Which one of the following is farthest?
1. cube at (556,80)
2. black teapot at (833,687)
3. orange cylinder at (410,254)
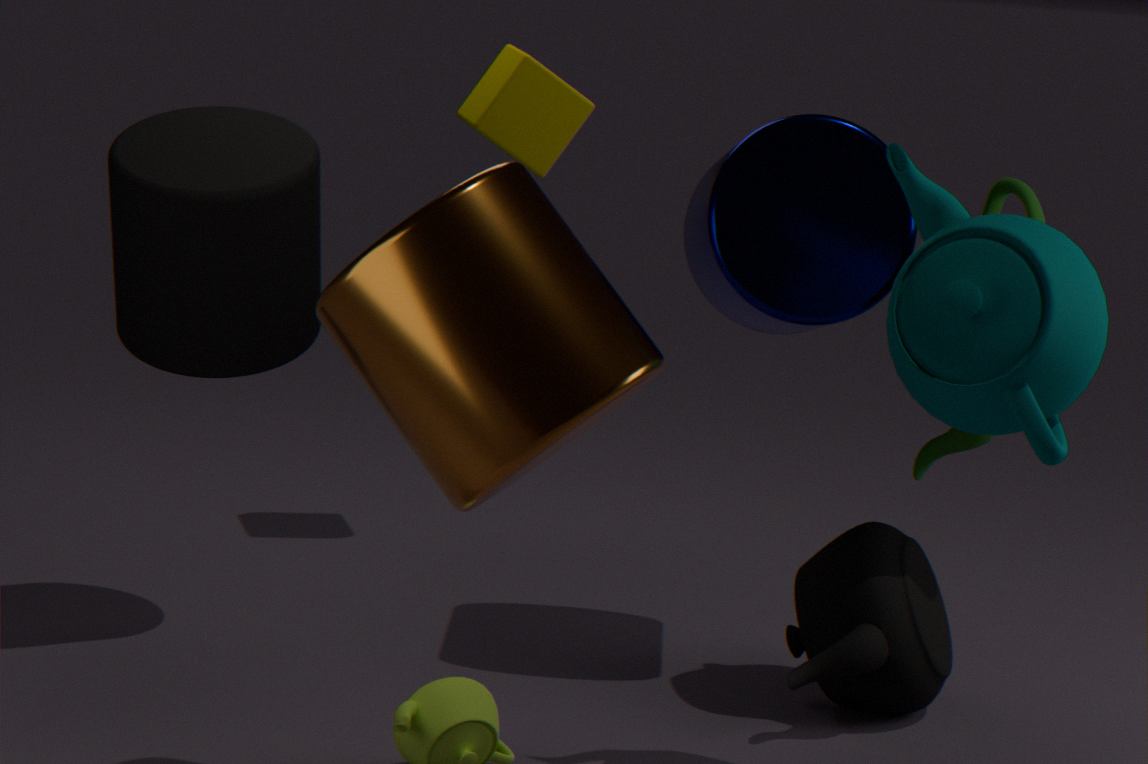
cube at (556,80)
